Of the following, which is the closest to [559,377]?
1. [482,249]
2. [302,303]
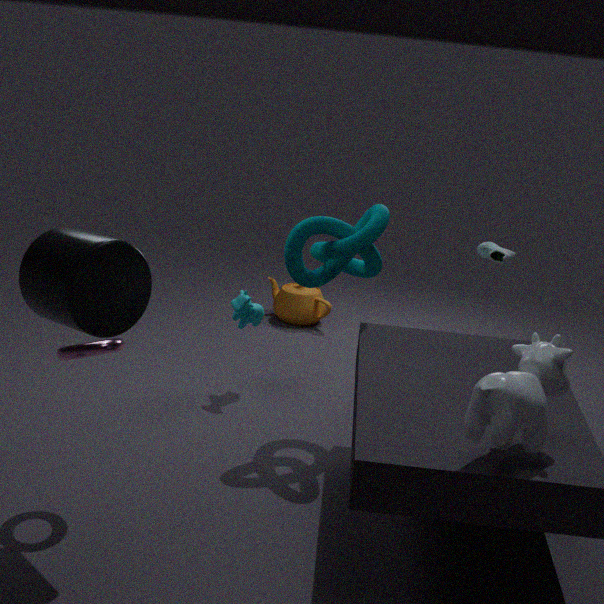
[482,249]
